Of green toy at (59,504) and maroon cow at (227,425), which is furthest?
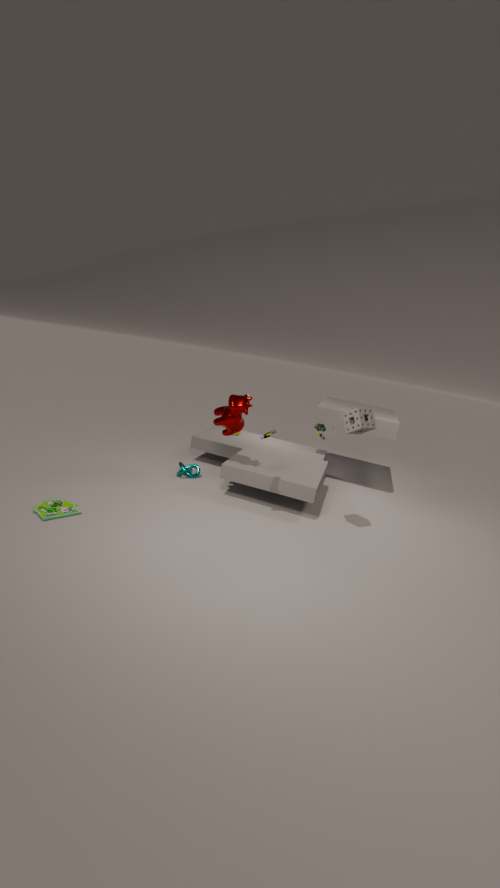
maroon cow at (227,425)
